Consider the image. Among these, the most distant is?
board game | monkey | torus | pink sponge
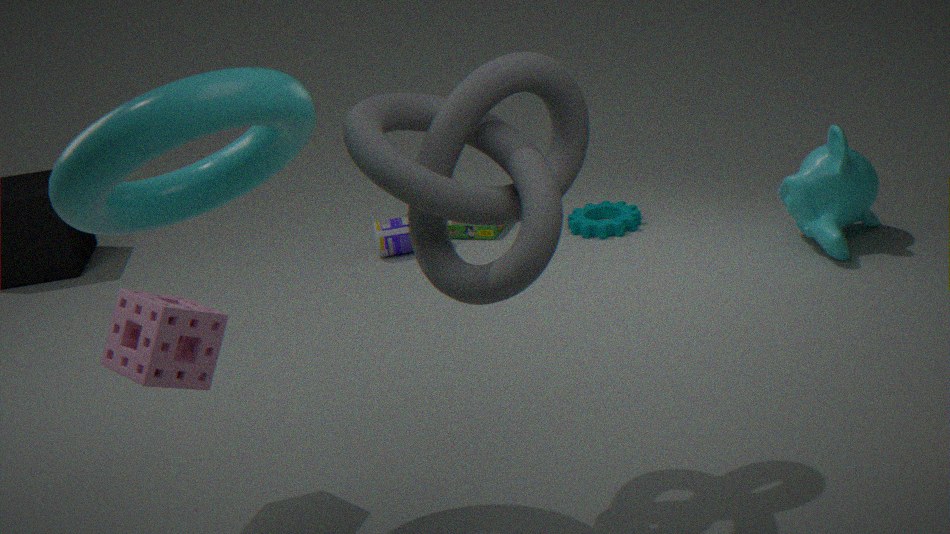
board game
